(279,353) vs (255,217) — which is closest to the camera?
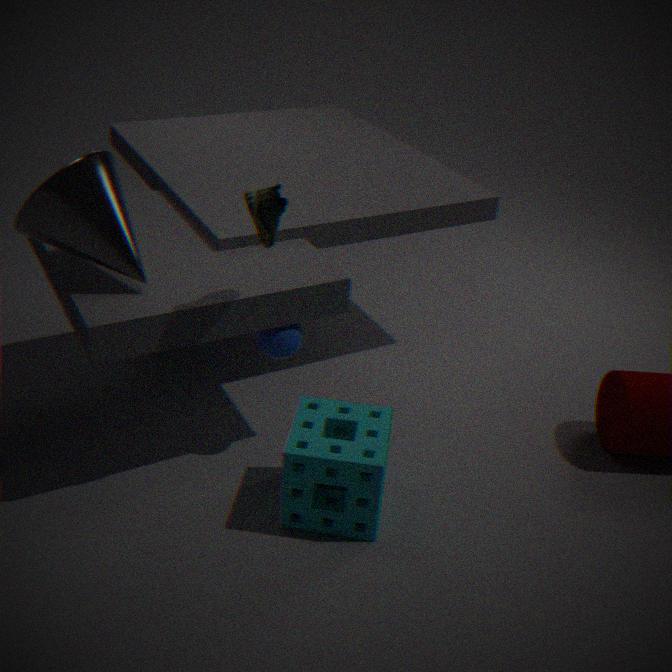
(255,217)
